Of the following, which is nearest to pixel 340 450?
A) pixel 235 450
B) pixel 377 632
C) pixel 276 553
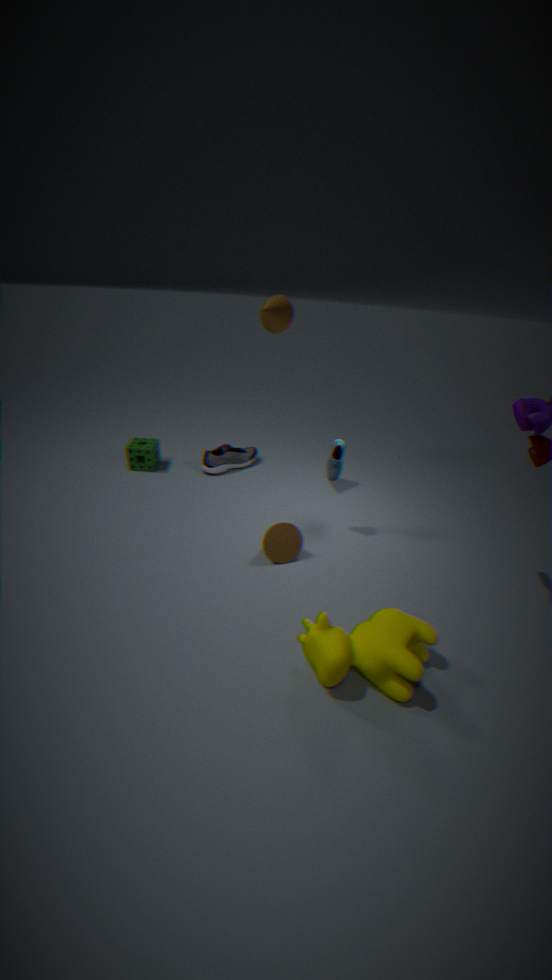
pixel 276 553
